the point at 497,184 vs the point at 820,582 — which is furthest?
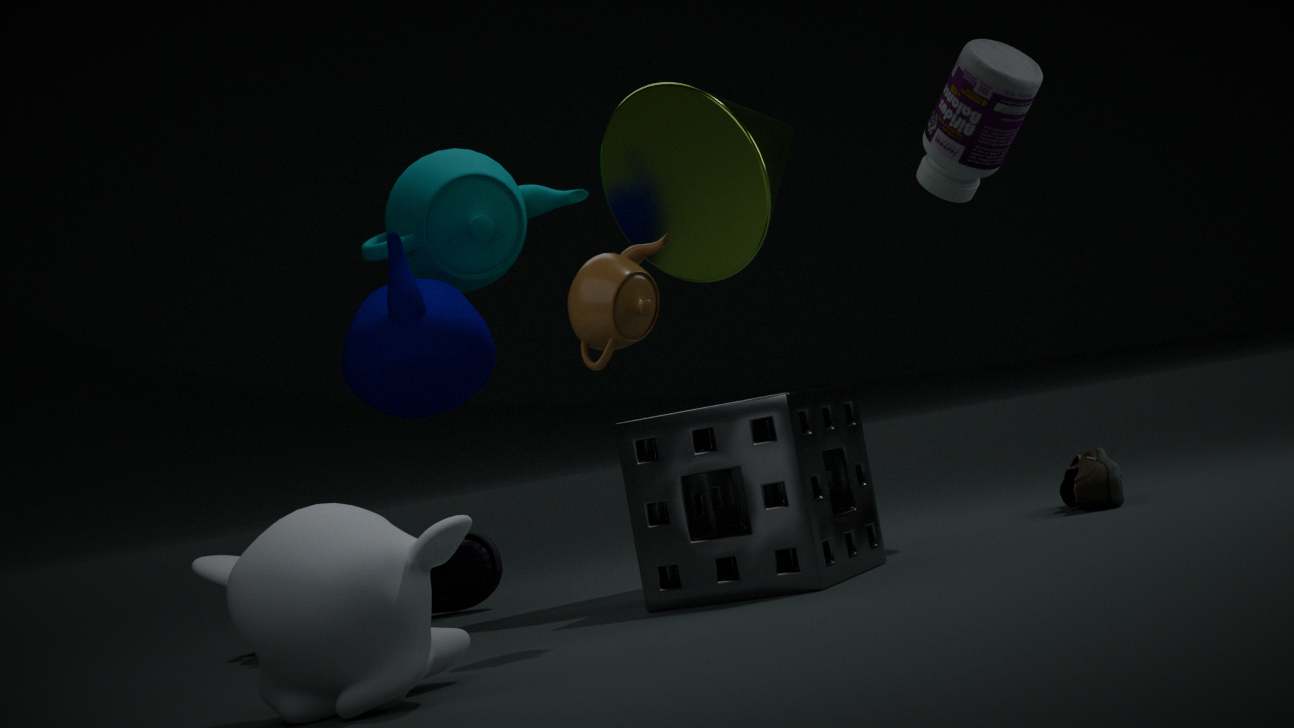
the point at 497,184
